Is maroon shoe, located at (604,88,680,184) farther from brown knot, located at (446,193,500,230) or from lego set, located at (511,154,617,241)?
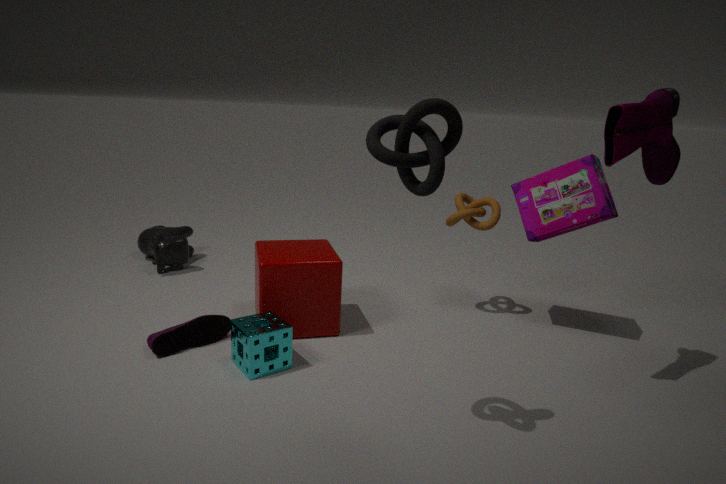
brown knot, located at (446,193,500,230)
